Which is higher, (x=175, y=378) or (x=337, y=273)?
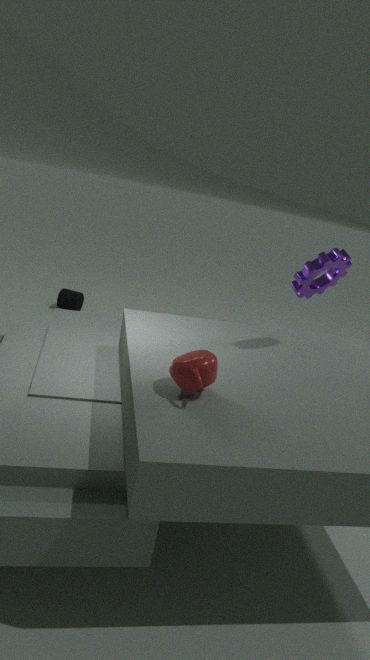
(x=337, y=273)
